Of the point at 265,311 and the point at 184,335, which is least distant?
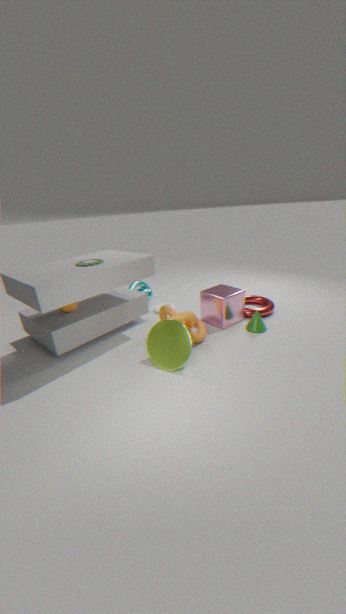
the point at 184,335
